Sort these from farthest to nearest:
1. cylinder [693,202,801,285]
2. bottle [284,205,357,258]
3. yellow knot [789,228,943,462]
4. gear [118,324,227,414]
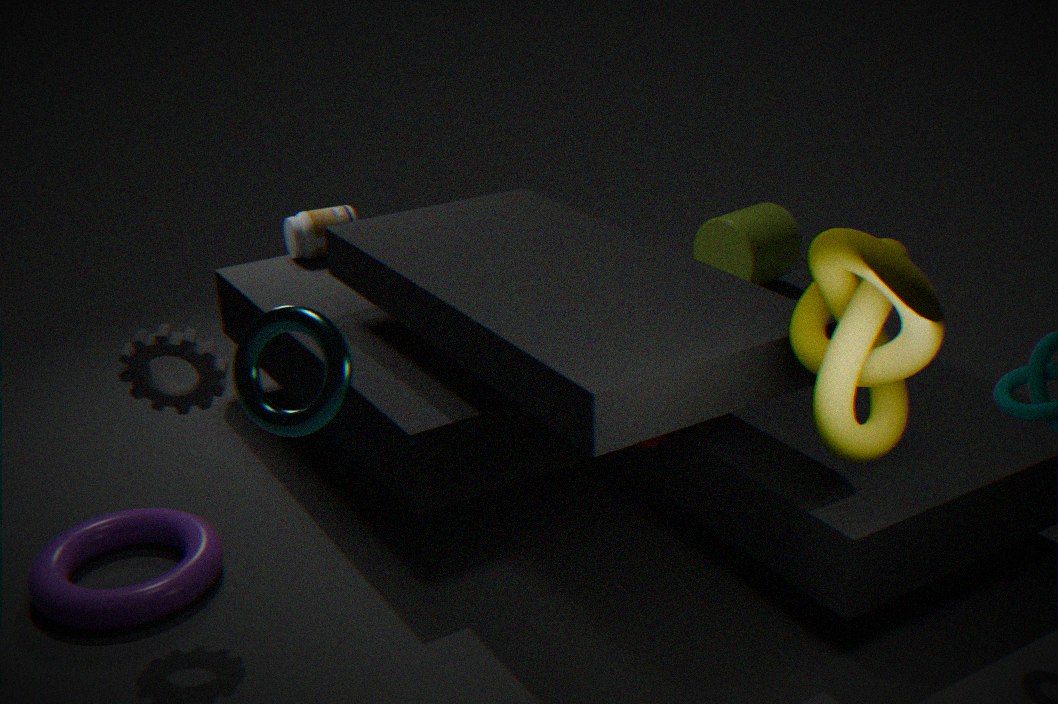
cylinder [693,202,801,285] < bottle [284,205,357,258] < gear [118,324,227,414] < yellow knot [789,228,943,462]
